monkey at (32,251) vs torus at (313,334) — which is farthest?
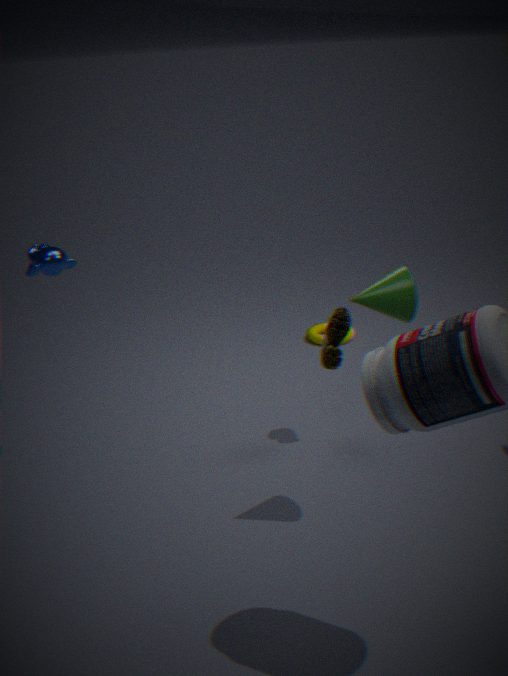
torus at (313,334)
